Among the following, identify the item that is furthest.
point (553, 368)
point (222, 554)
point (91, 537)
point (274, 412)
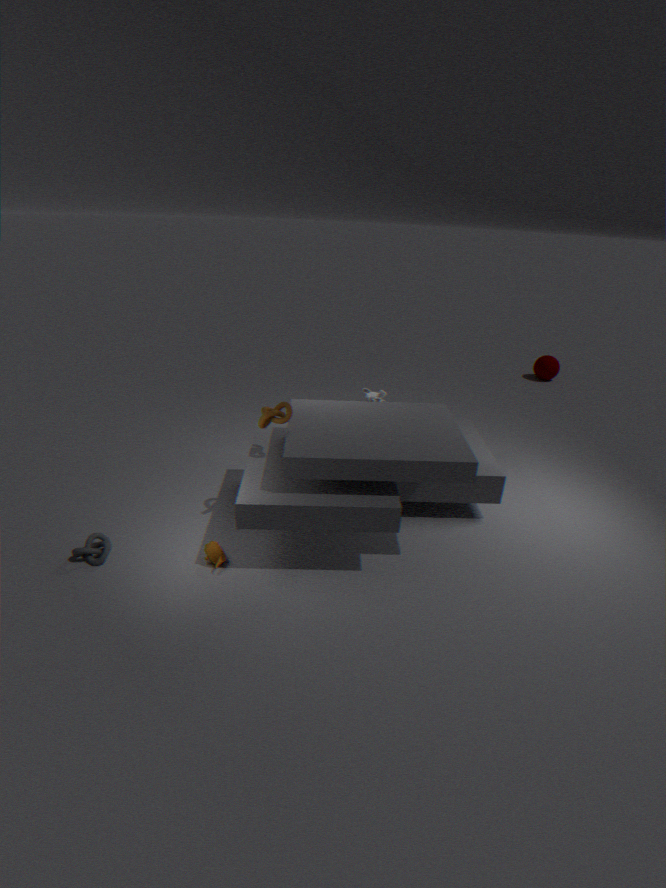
point (553, 368)
